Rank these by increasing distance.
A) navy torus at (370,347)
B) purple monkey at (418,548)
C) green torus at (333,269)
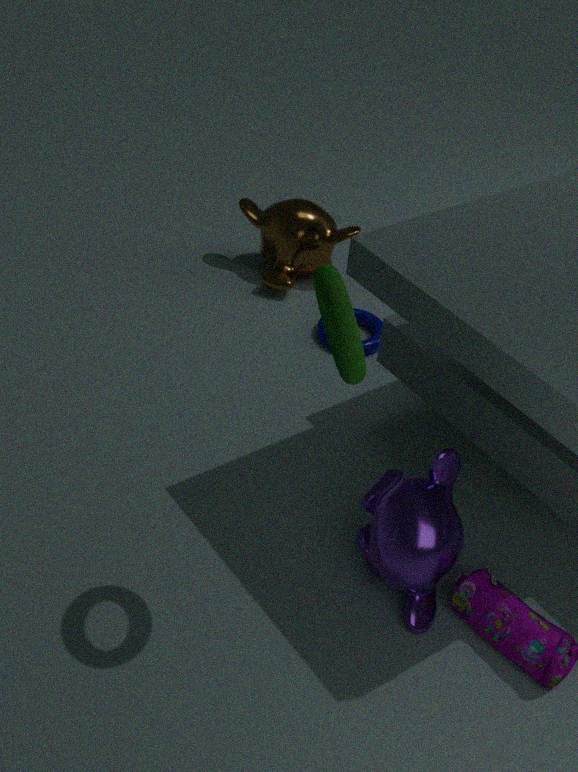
1. C. green torus at (333,269)
2. B. purple monkey at (418,548)
3. A. navy torus at (370,347)
